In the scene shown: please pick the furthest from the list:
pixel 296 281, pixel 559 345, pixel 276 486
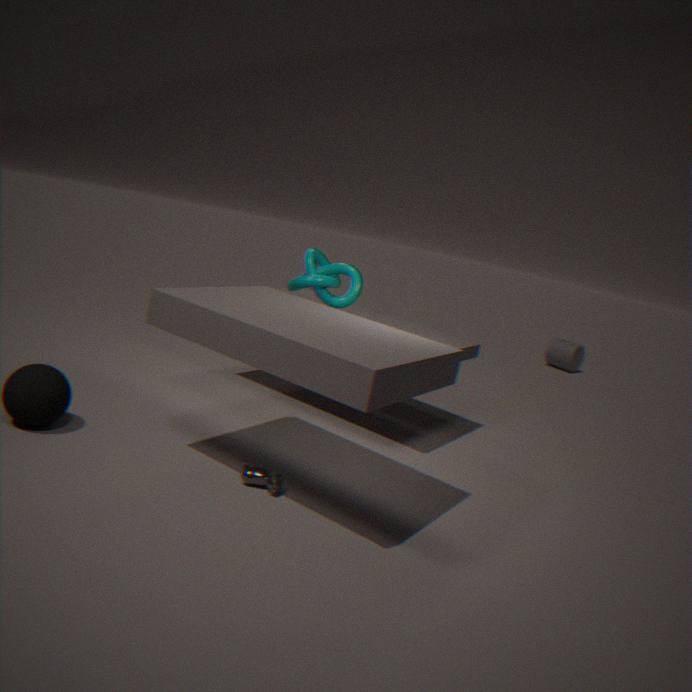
pixel 559 345
